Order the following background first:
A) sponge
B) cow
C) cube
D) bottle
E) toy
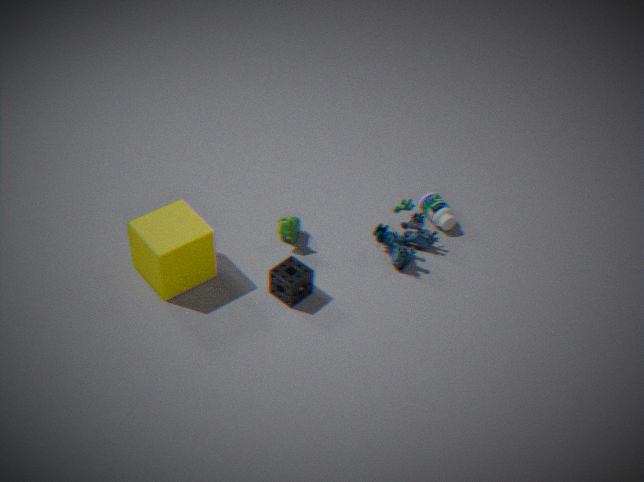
bottle → cow → toy → sponge → cube
